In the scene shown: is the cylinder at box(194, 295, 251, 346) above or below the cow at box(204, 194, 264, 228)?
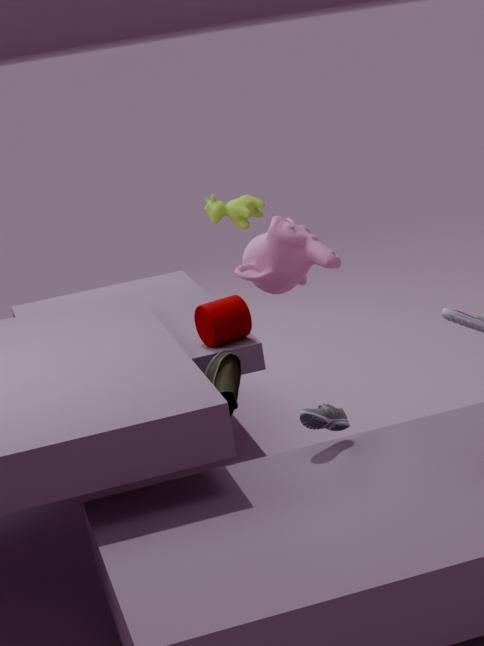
below
